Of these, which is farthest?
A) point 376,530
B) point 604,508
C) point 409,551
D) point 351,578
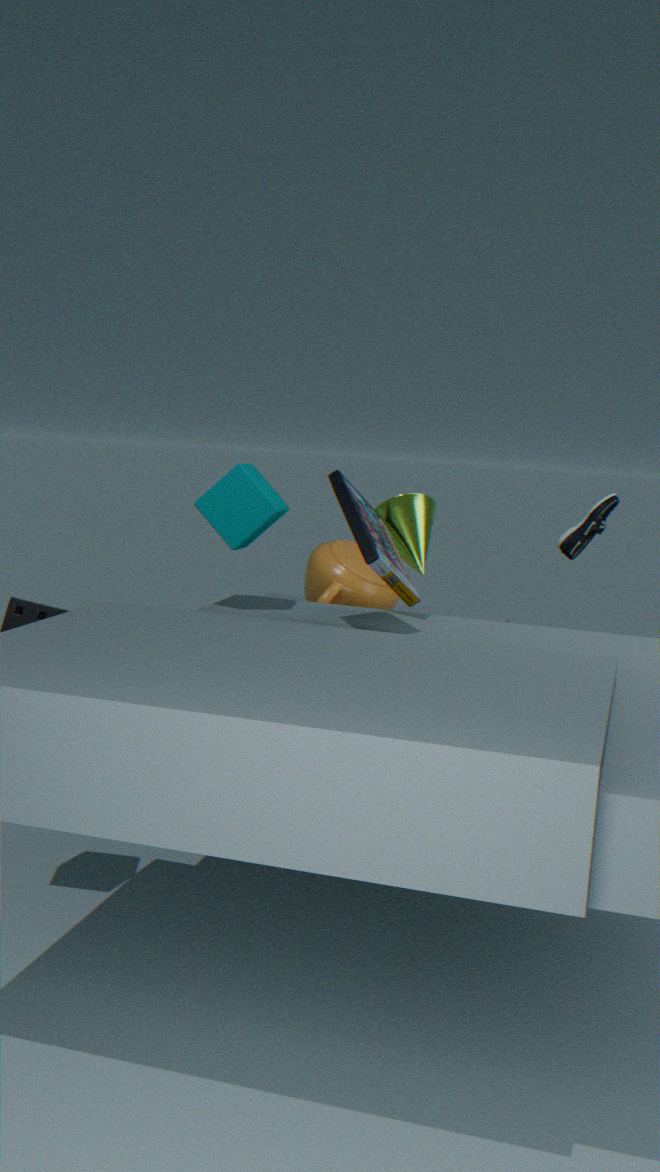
point 604,508
